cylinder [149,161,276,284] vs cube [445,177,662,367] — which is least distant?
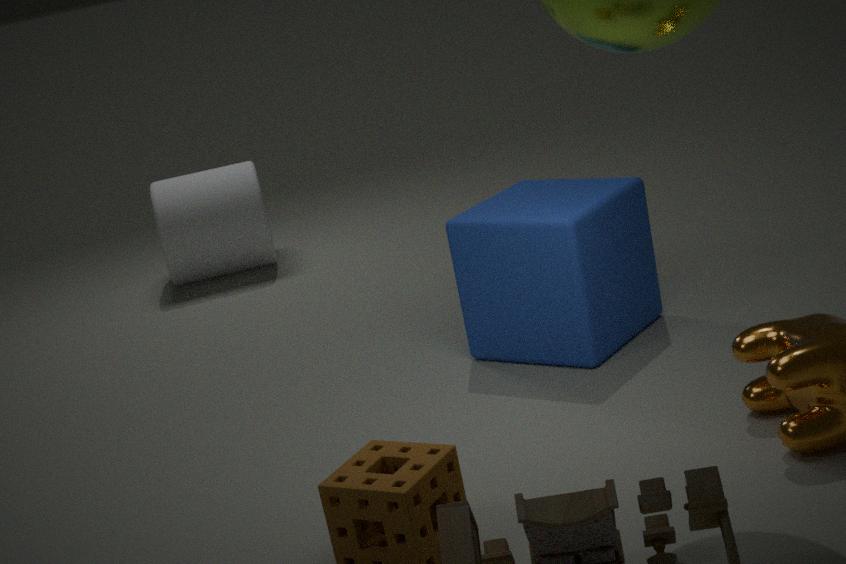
cube [445,177,662,367]
